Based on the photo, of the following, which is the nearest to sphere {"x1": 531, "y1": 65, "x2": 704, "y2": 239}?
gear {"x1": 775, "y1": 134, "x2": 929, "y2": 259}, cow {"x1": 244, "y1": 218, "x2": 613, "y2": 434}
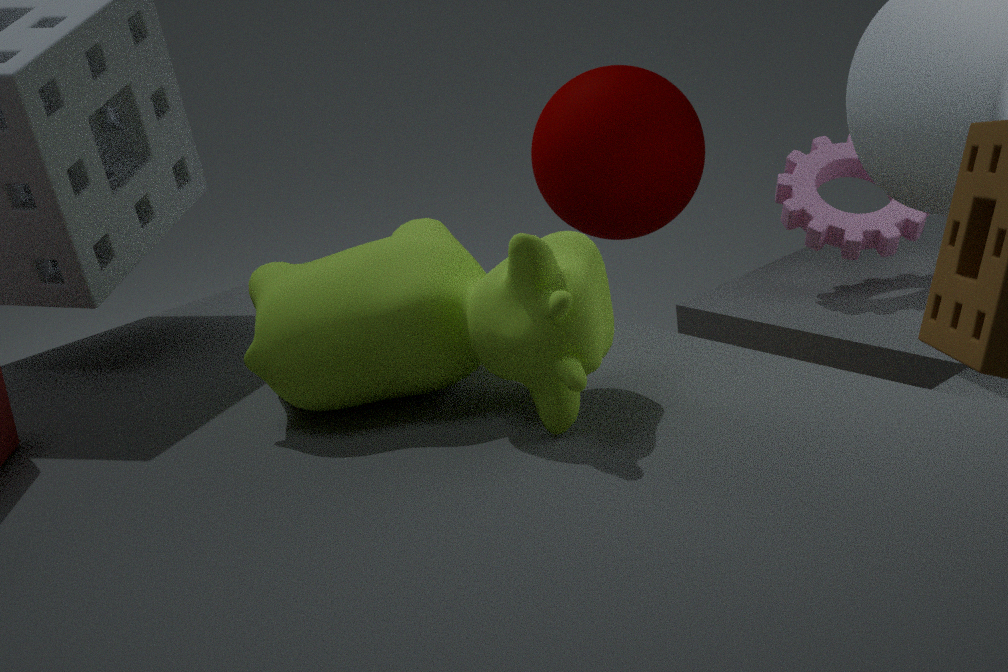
gear {"x1": 775, "y1": 134, "x2": 929, "y2": 259}
